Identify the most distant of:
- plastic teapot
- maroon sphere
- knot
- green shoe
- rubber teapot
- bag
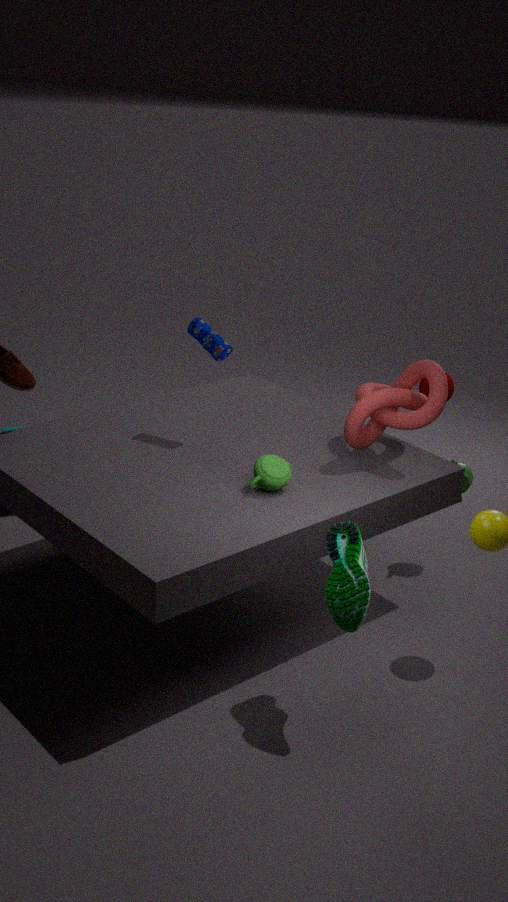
maroon sphere
